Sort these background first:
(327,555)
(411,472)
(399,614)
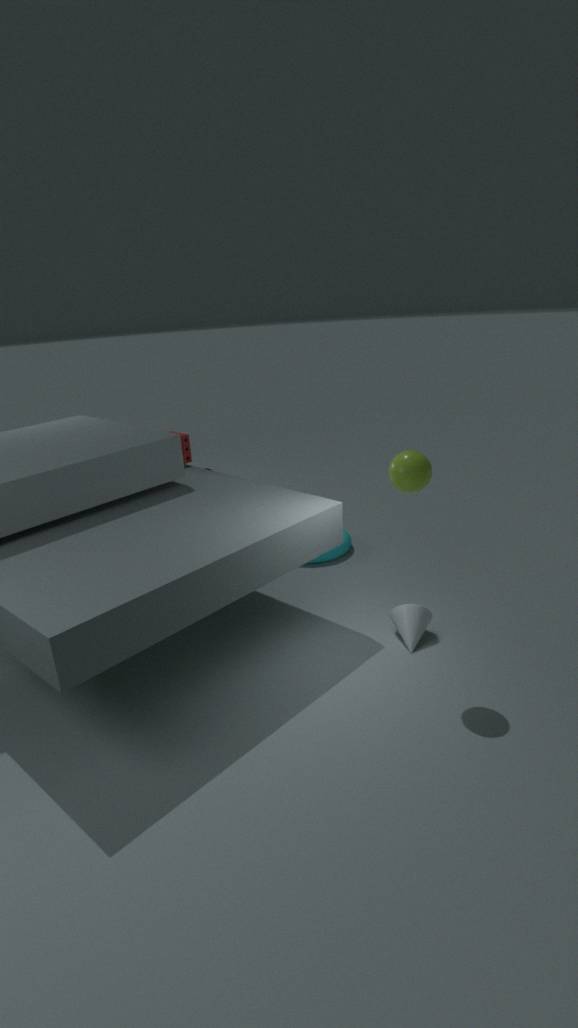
1. (327,555)
2. (399,614)
3. (411,472)
